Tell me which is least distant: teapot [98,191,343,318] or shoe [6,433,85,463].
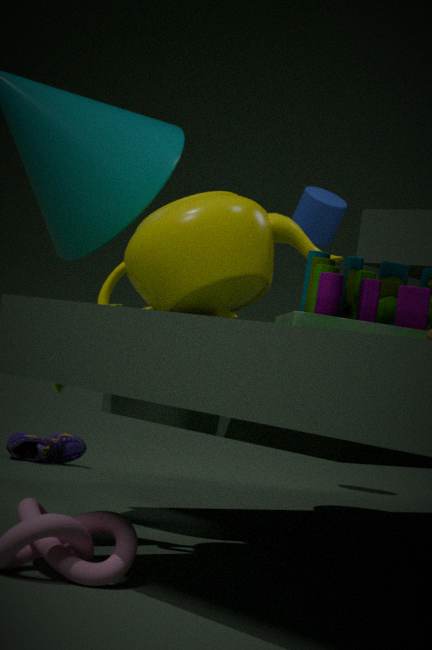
teapot [98,191,343,318]
